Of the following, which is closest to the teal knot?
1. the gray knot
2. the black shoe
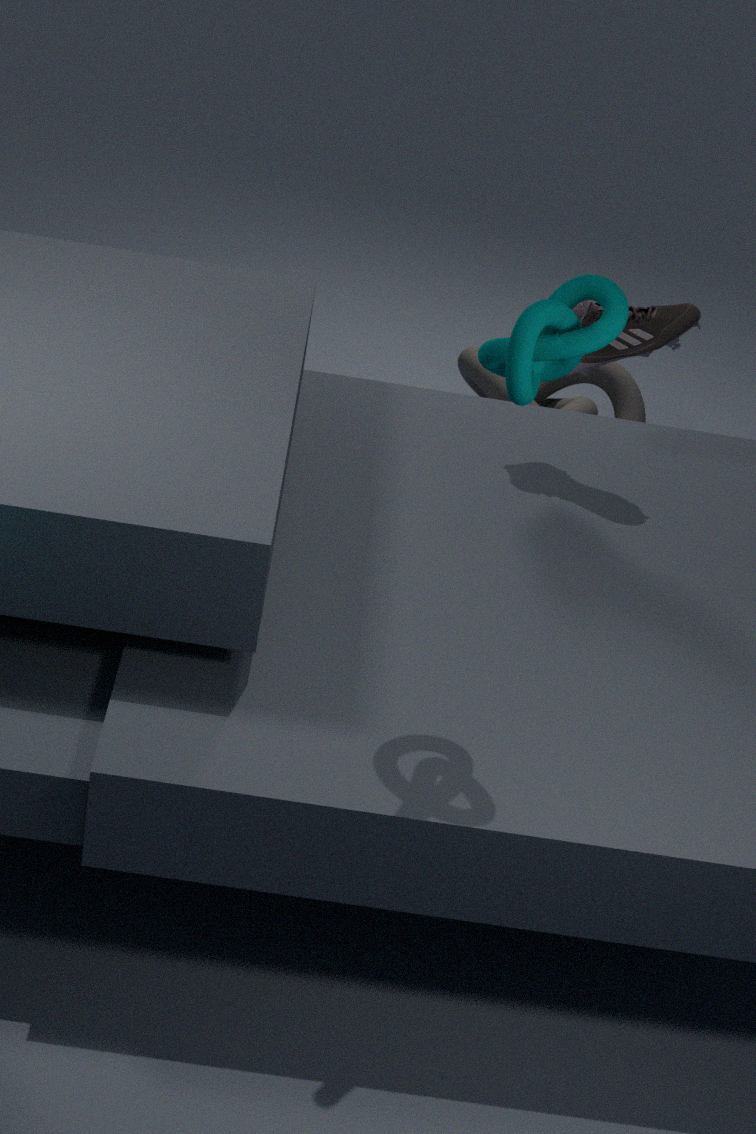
the black shoe
